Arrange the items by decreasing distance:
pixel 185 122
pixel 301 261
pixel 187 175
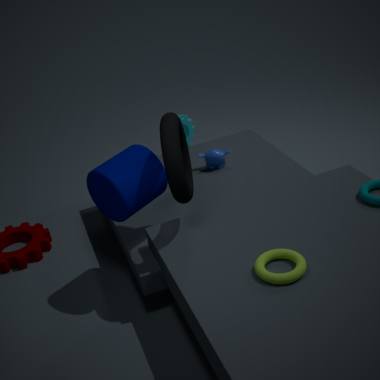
pixel 185 122 < pixel 187 175 < pixel 301 261
